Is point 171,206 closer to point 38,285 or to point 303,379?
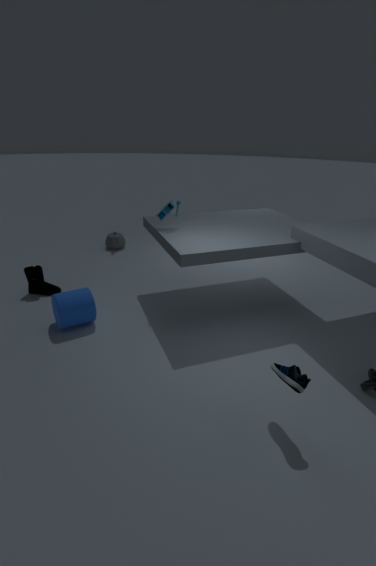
point 38,285
